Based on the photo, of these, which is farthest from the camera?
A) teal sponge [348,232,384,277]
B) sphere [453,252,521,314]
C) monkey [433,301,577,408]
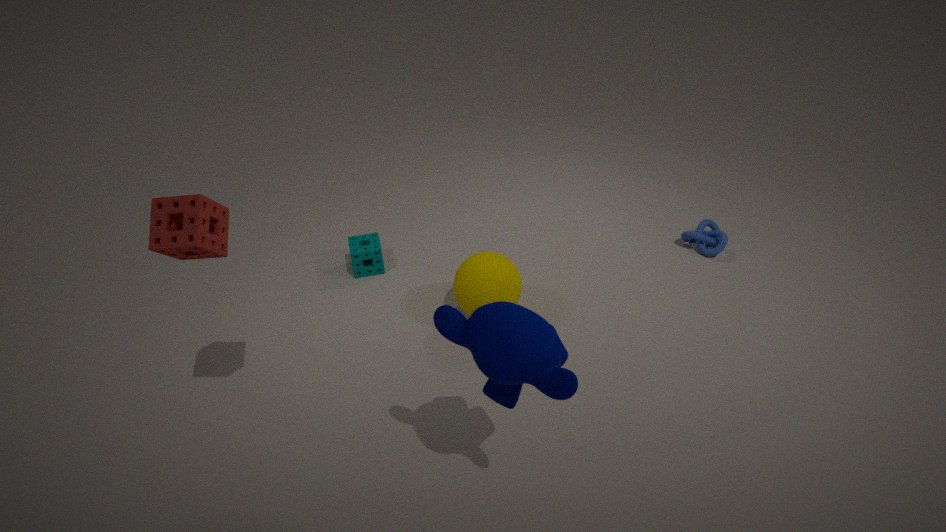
teal sponge [348,232,384,277]
